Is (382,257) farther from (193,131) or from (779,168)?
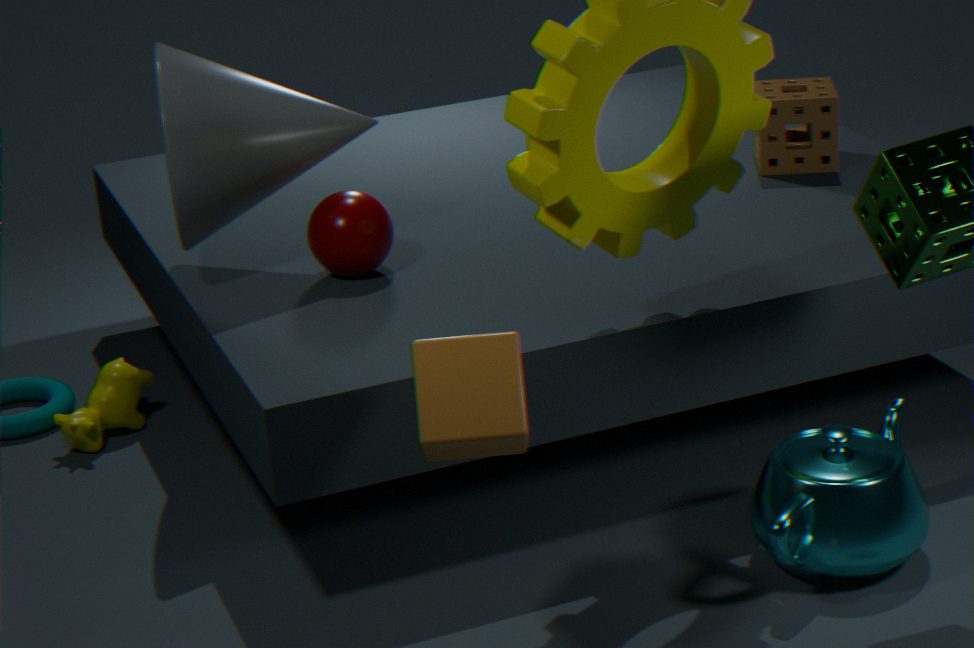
(779,168)
